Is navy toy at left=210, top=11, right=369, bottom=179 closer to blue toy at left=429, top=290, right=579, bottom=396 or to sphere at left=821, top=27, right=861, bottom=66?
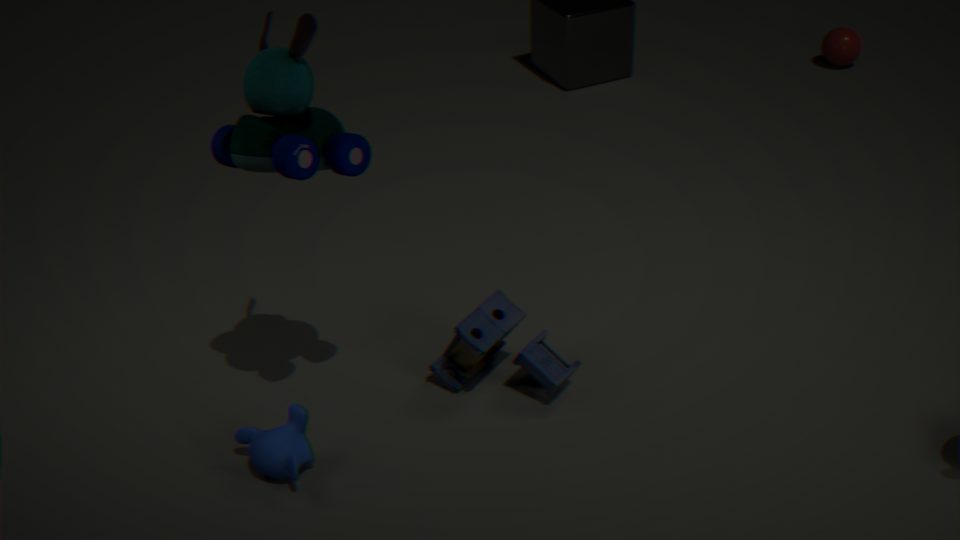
blue toy at left=429, top=290, right=579, bottom=396
